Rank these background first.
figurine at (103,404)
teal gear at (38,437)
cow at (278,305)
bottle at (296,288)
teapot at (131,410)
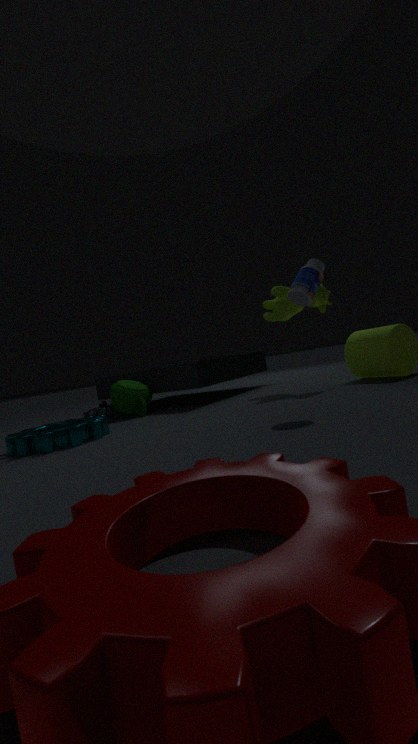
figurine at (103,404) → teapot at (131,410) → cow at (278,305) → teal gear at (38,437) → bottle at (296,288)
